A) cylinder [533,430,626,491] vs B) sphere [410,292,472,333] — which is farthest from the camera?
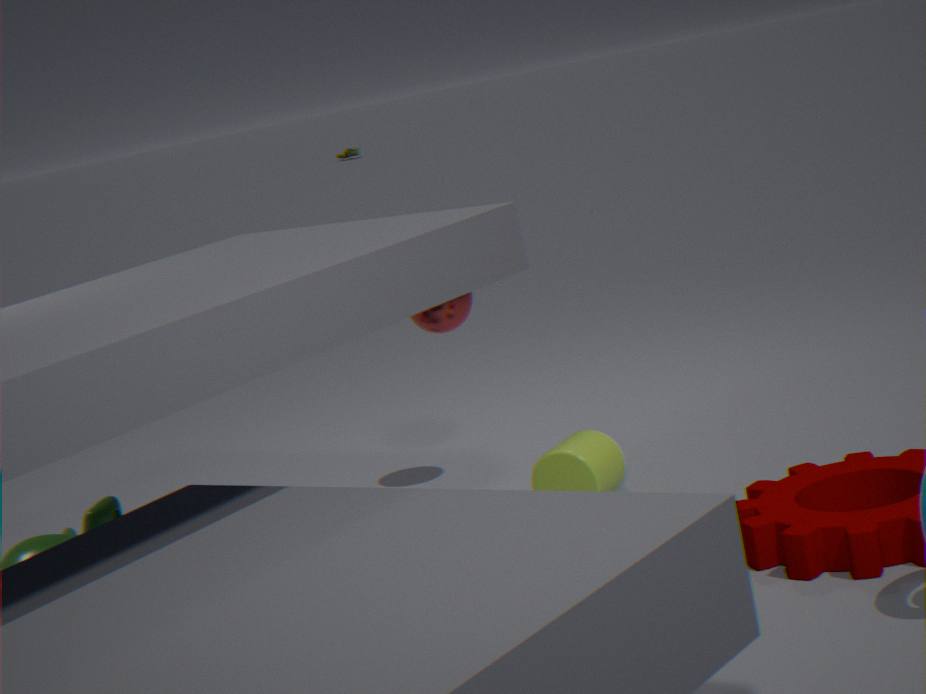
B. sphere [410,292,472,333]
